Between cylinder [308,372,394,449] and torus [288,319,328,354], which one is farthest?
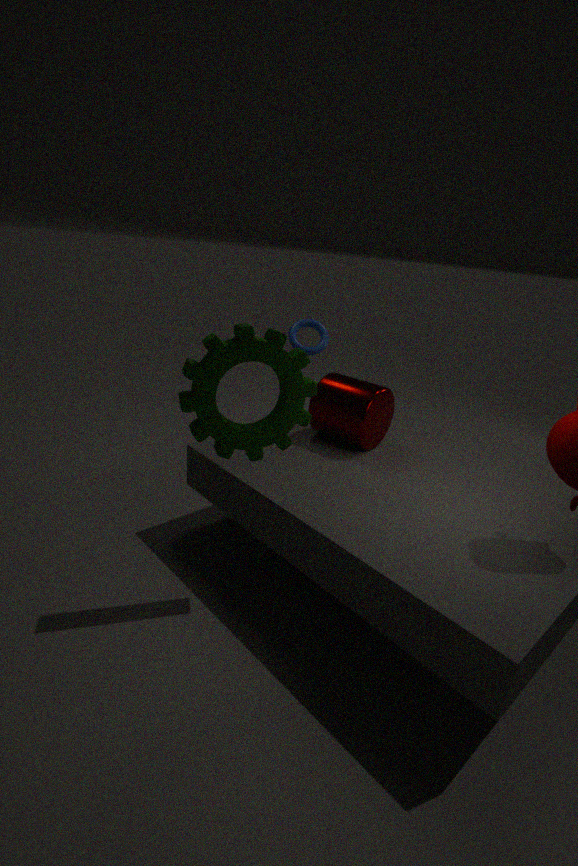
torus [288,319,328,354]
